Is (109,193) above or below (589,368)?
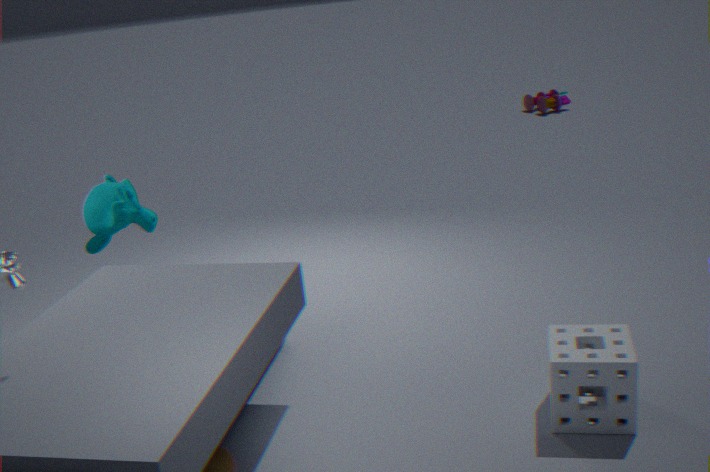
above
